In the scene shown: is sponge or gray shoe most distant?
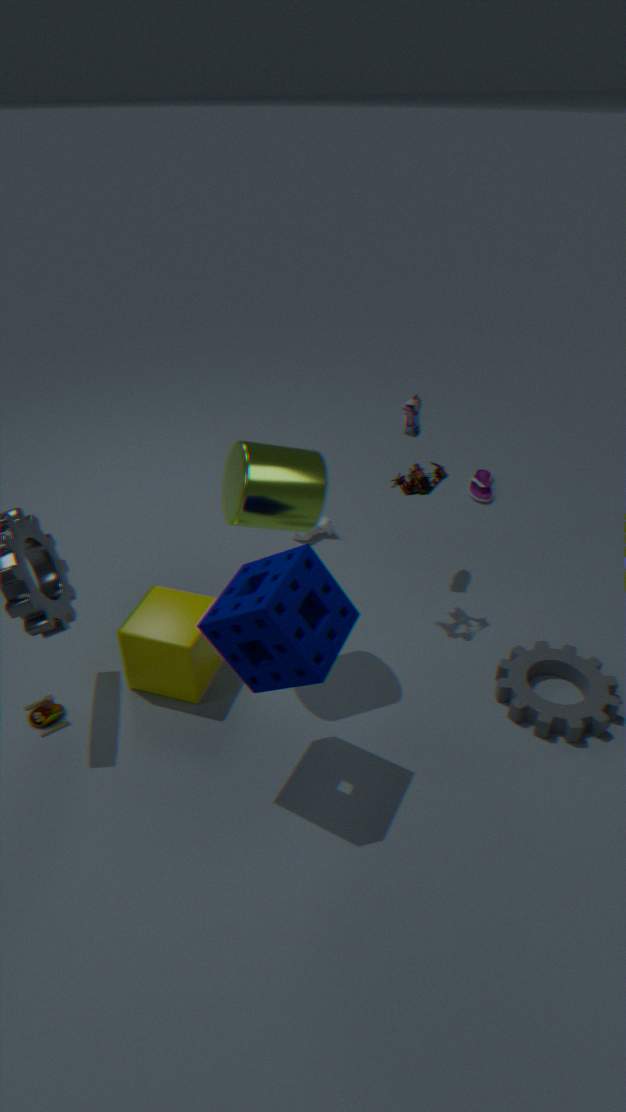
gray shoe
